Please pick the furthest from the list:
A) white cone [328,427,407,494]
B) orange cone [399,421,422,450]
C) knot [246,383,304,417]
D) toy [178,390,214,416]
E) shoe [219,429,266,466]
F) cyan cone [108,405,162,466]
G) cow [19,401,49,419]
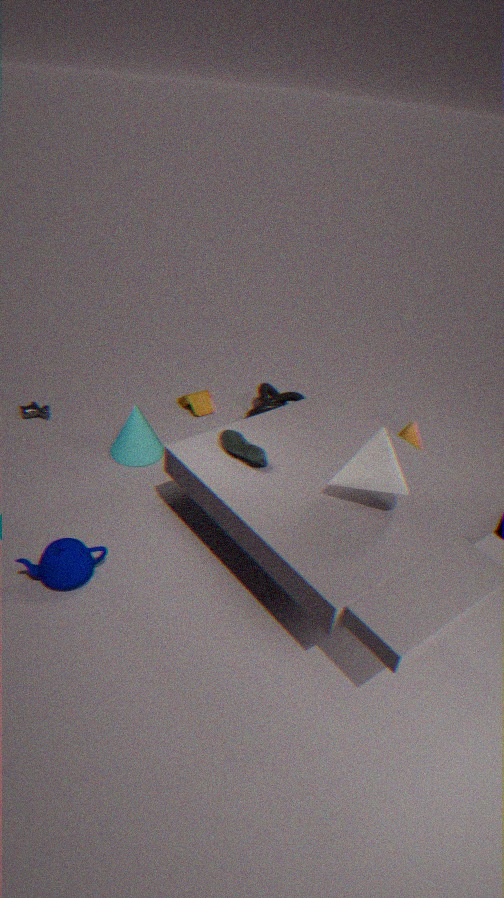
toy [178,390,214,416]
